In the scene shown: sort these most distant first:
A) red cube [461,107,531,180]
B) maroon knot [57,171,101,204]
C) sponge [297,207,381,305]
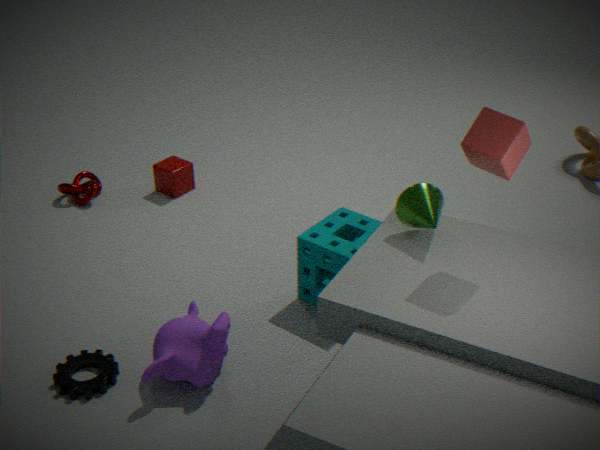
maroon knot [57,171,101,204], sponge [297,207,381,305], red cube [461,107,531,180]
